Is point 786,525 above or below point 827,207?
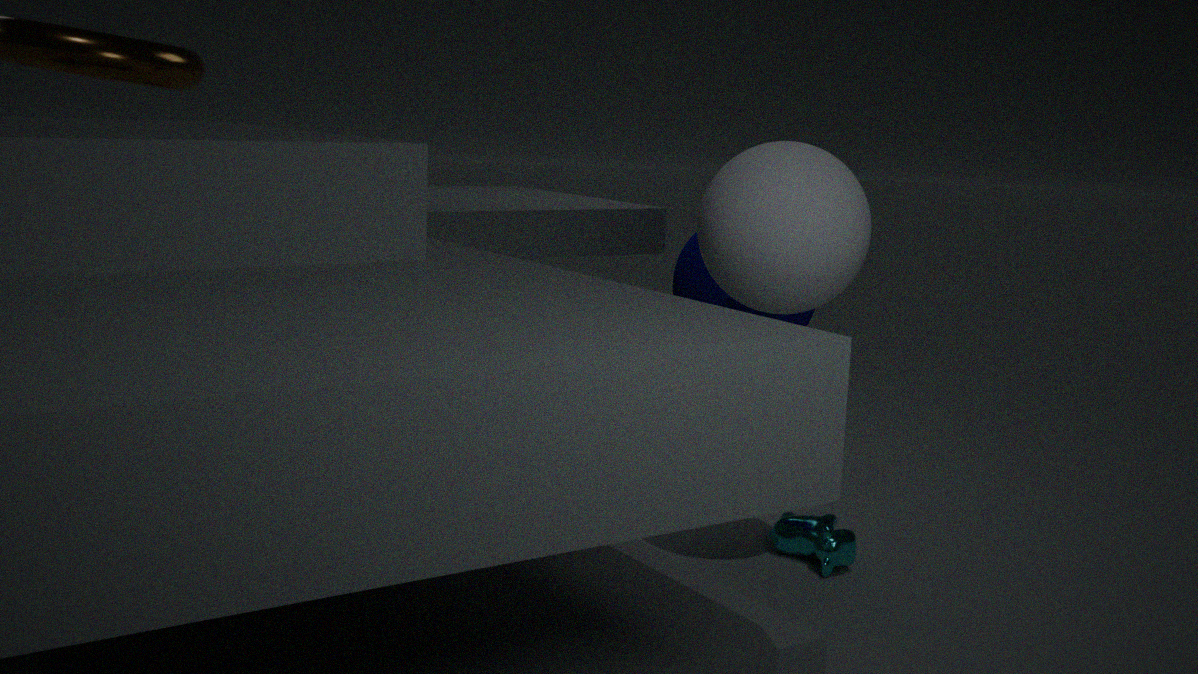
below
